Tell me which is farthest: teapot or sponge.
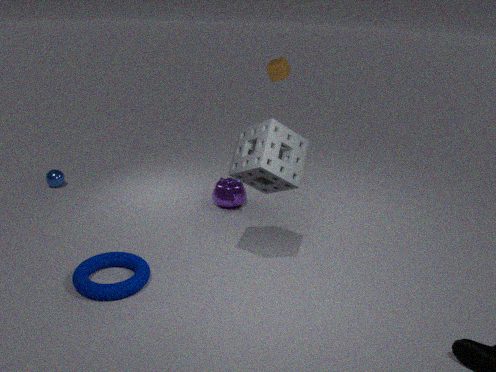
teapot
